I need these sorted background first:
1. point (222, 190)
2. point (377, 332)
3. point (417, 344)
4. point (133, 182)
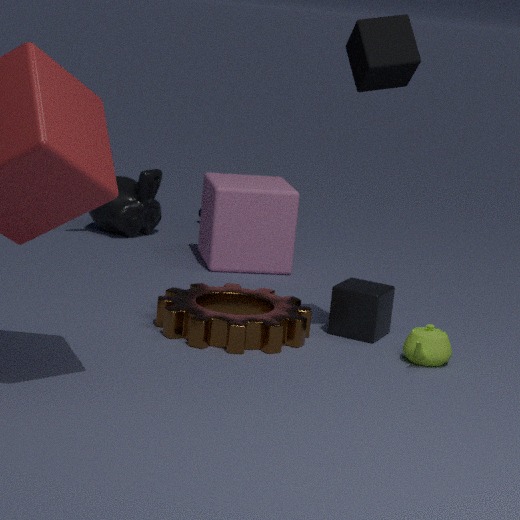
point (133, 182), point (222, 190), point (377, 332), point (417, 344)
